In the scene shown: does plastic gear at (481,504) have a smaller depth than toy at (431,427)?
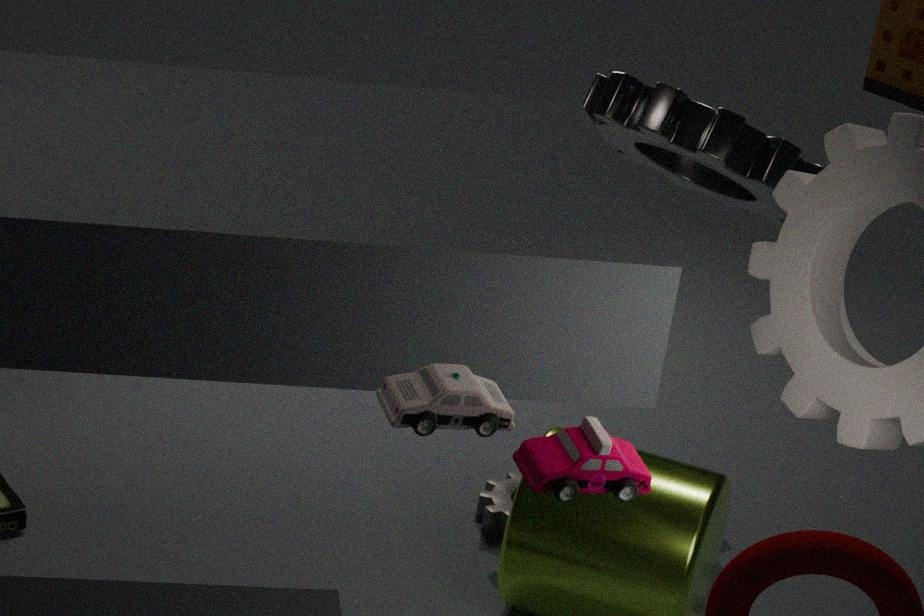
No
